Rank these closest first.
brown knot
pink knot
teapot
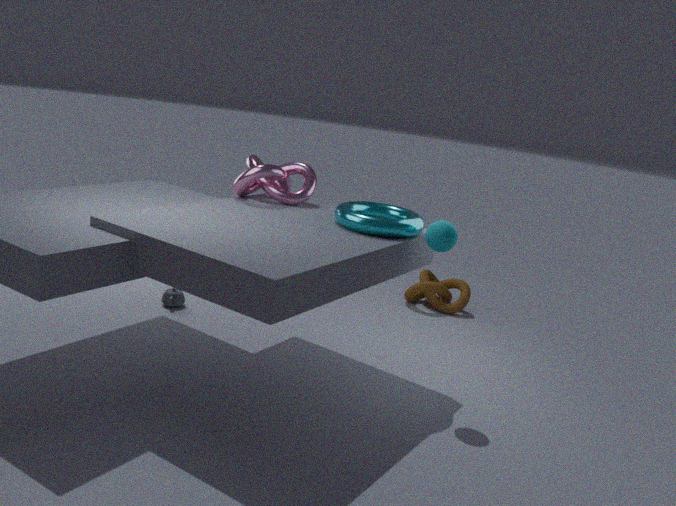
pink knot
teapot
brown knot
